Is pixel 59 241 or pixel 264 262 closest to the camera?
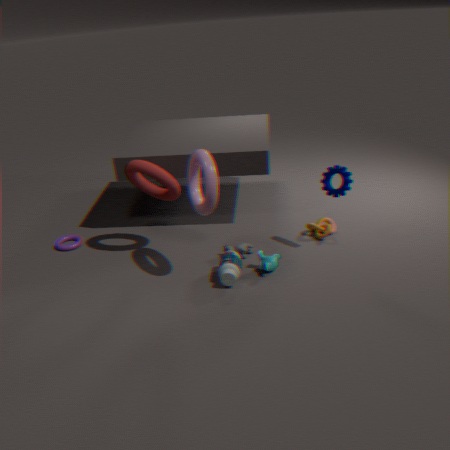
pixel 264 262
